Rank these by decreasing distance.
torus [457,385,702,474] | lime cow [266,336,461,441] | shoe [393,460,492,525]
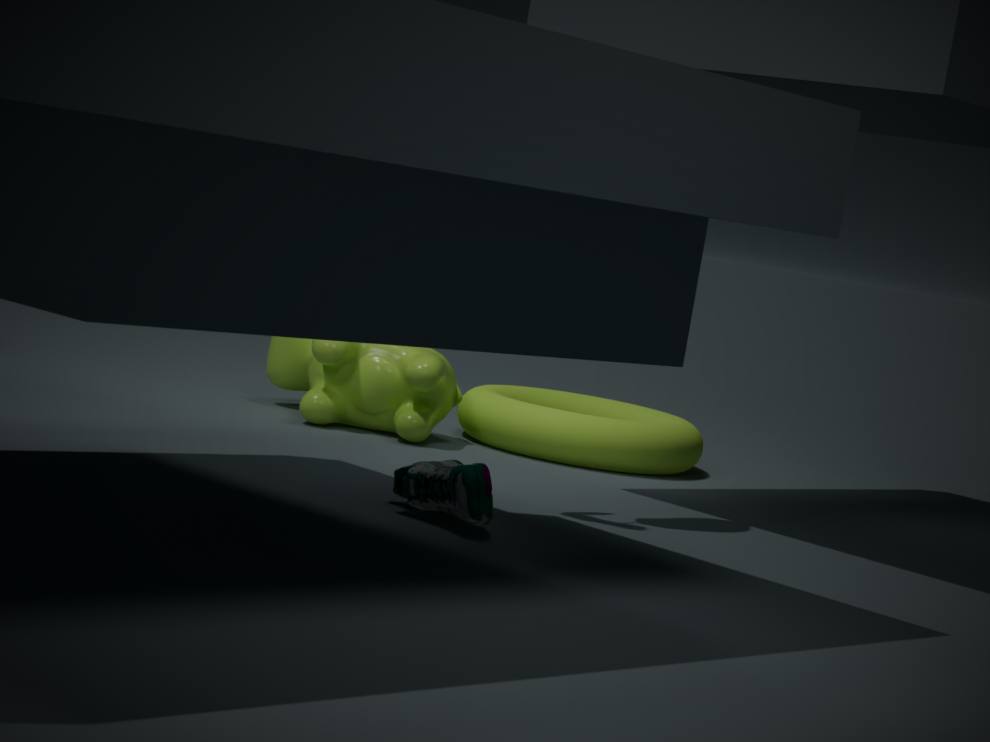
torus [457,385,702,474] < lime cow [266,336,461,441] < shoe [393,460,492,525]
